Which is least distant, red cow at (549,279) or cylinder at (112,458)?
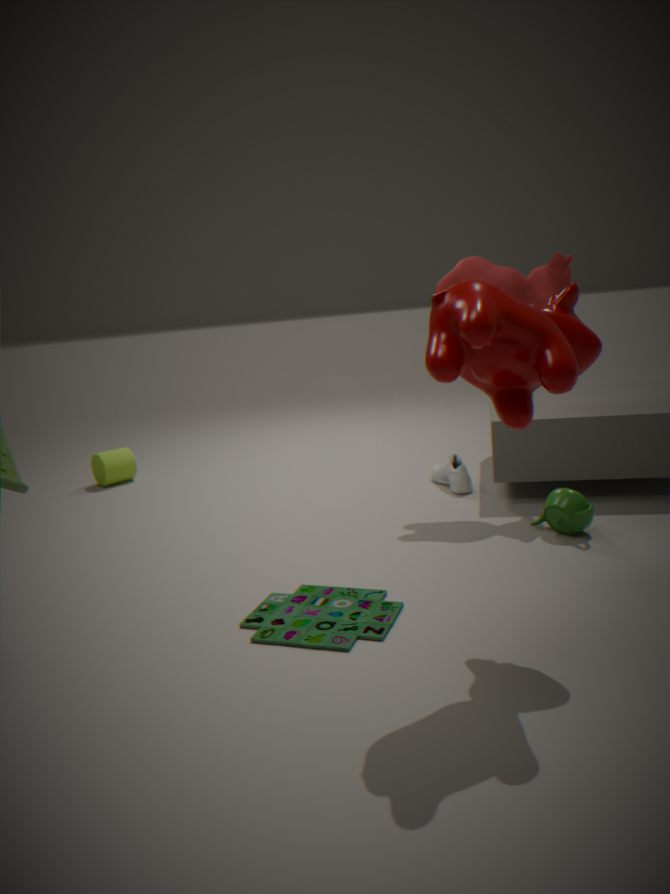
red cow at (549,279)
